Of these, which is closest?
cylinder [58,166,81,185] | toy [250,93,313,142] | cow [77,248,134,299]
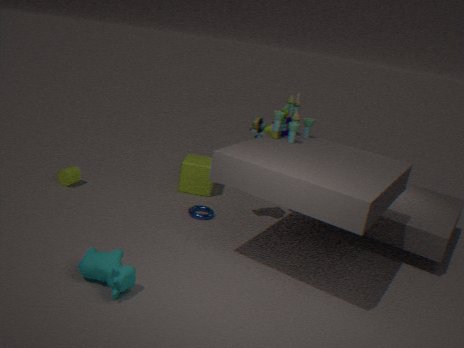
cow [77,248,134,299]
